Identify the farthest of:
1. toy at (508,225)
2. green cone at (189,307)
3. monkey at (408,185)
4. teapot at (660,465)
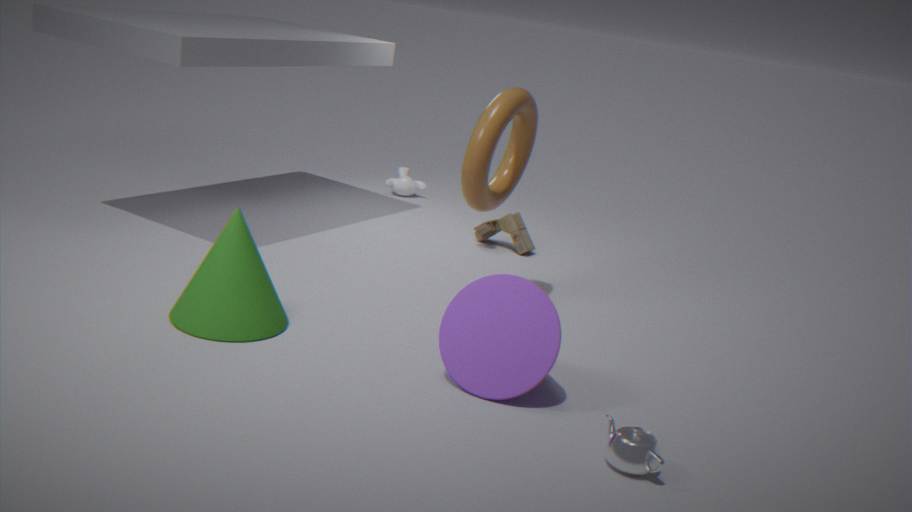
monkey at (408,185)
